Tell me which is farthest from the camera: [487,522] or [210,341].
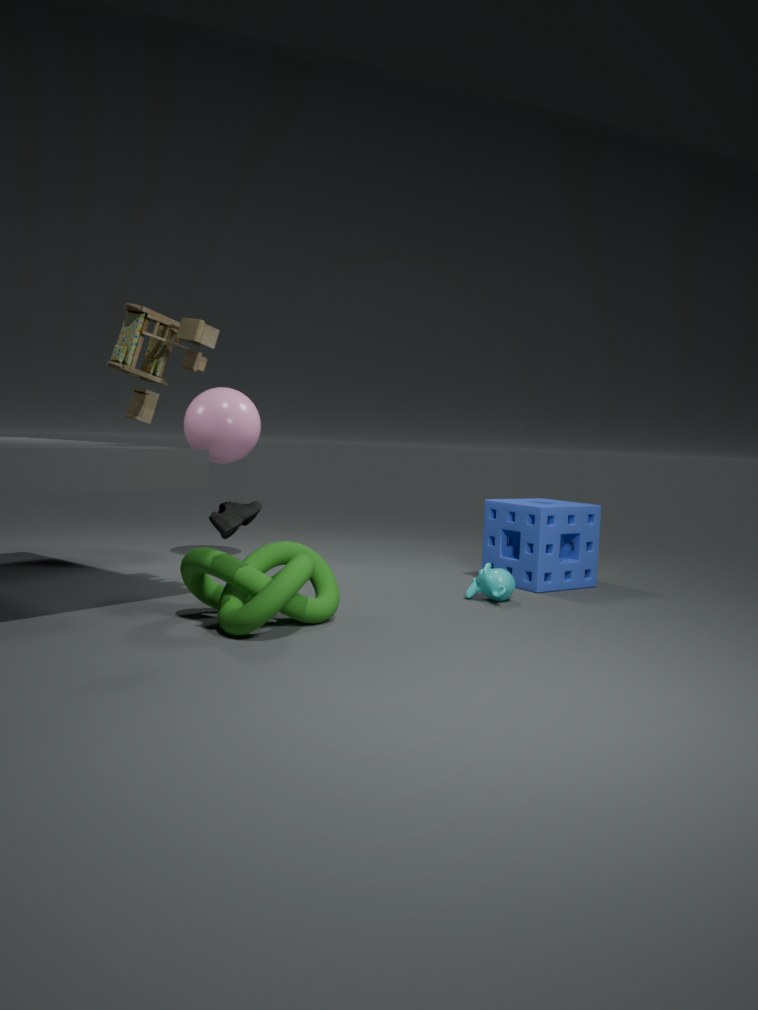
[487,522]
